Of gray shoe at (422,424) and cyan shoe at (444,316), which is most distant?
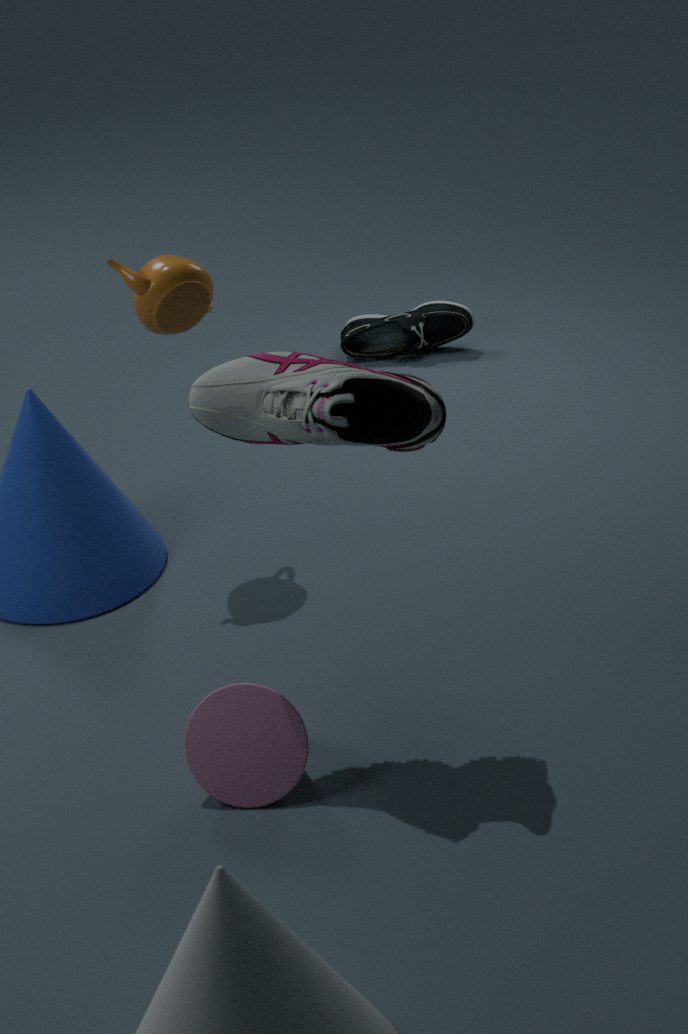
cyan shoe at (444,316)
